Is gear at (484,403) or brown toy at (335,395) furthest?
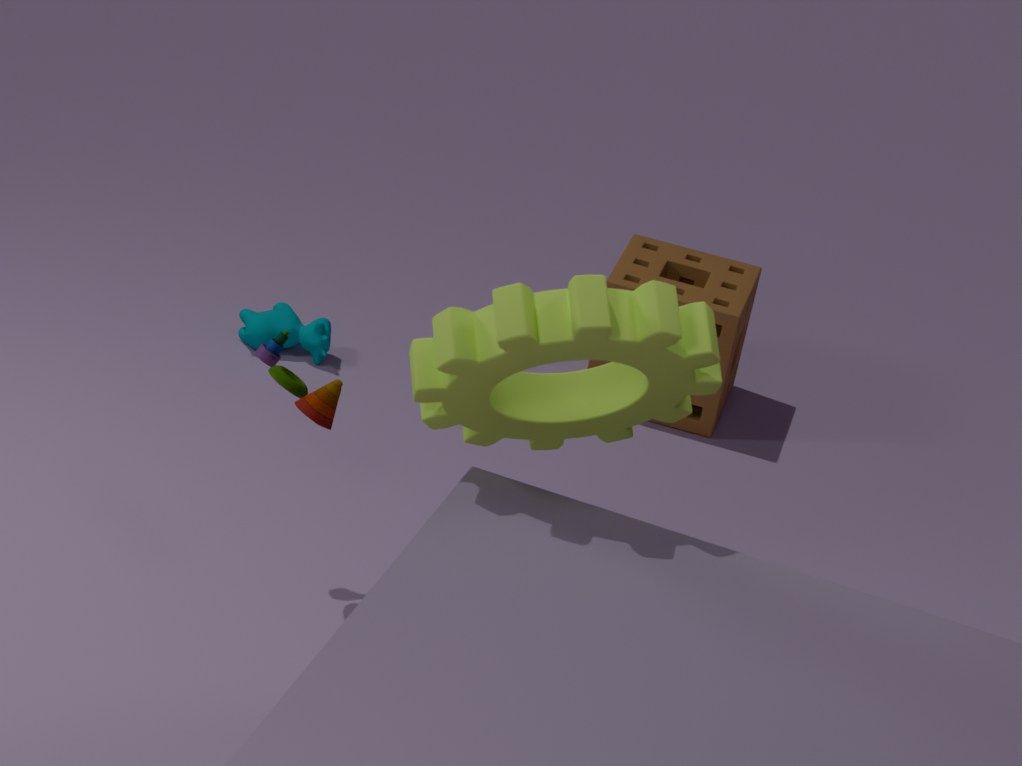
brown toy at (335,395)
